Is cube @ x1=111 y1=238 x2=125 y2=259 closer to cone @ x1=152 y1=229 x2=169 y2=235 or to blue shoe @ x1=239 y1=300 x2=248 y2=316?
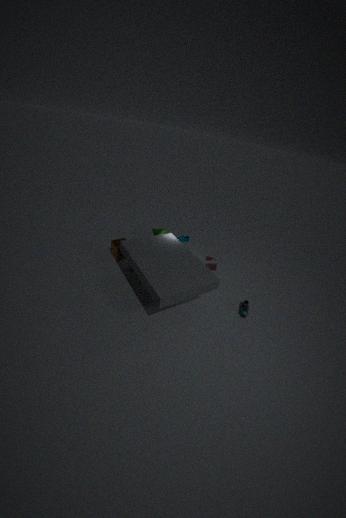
cone @ x1=152 y1=229 x2=169 y2=235
